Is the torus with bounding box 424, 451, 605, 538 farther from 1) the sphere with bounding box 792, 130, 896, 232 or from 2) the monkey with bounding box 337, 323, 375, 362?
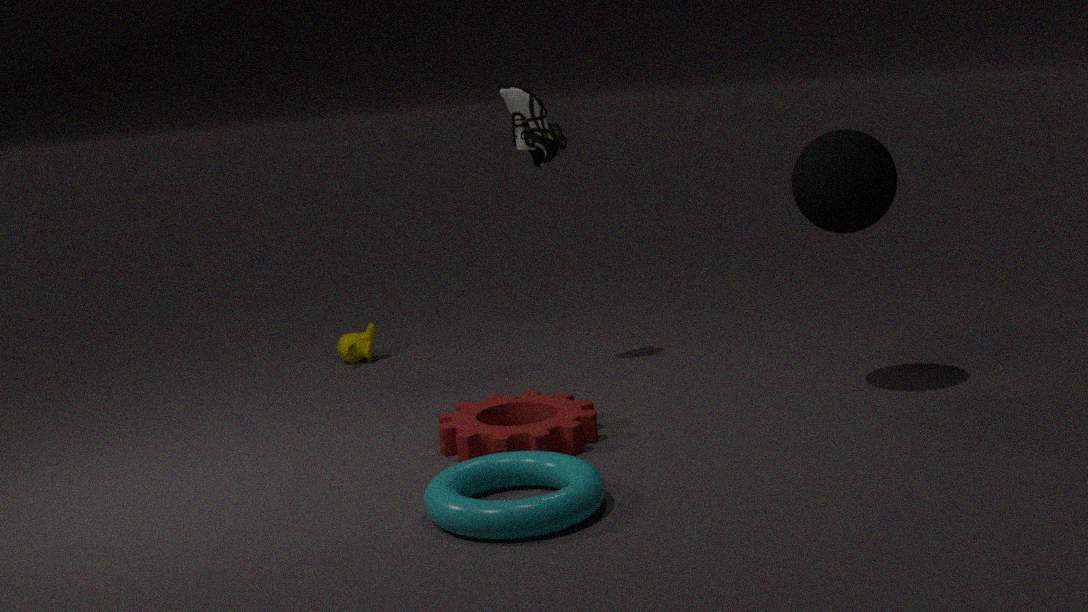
2) the monkey with bounding box 337, 323, 375, 362
